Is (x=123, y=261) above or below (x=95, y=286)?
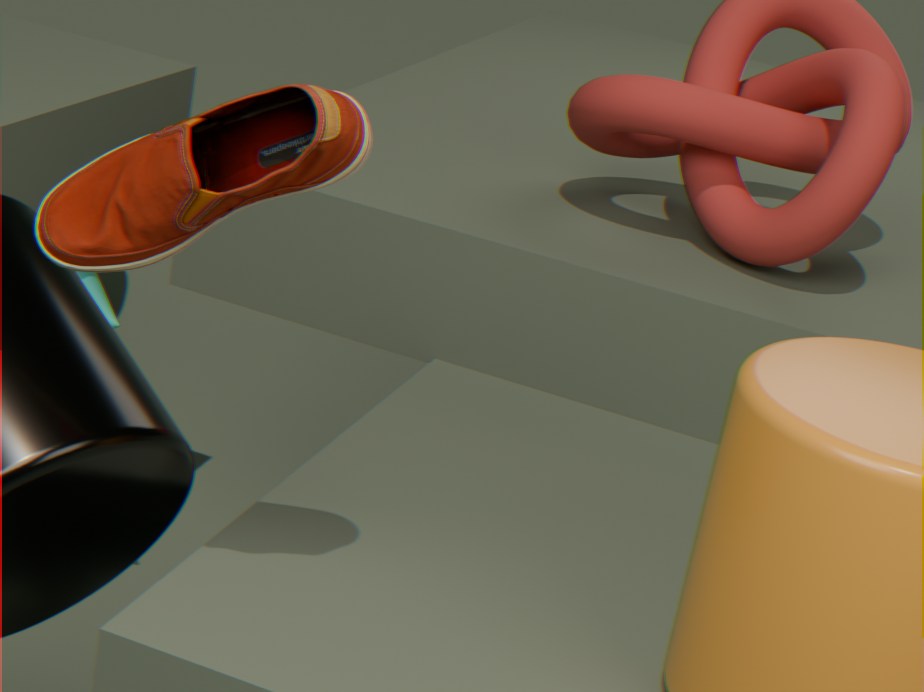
above
